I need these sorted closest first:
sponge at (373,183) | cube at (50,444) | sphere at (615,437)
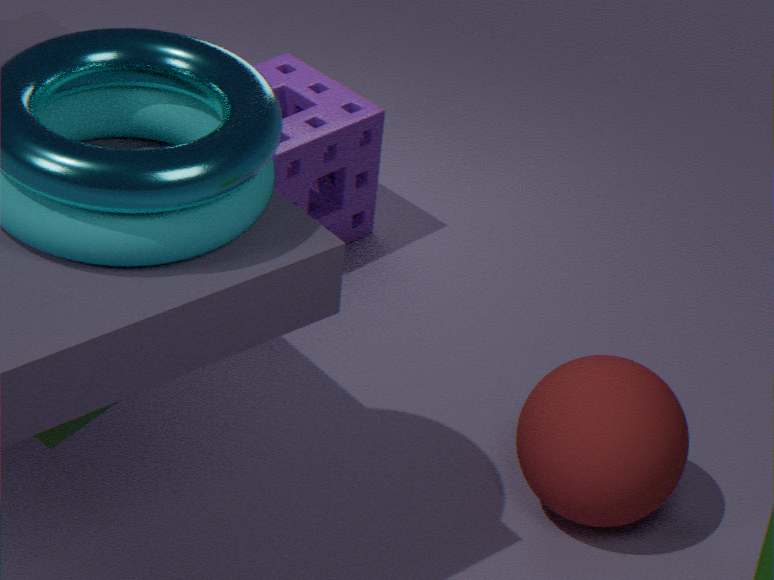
cube at (50,444) < sphere at (615,437) < sponge at (373,183)
